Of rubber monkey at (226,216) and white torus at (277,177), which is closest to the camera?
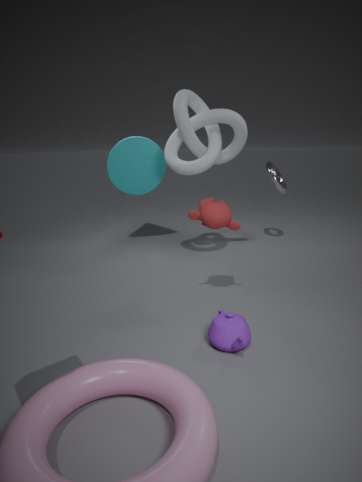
A: rubber monkey at (226,216)
